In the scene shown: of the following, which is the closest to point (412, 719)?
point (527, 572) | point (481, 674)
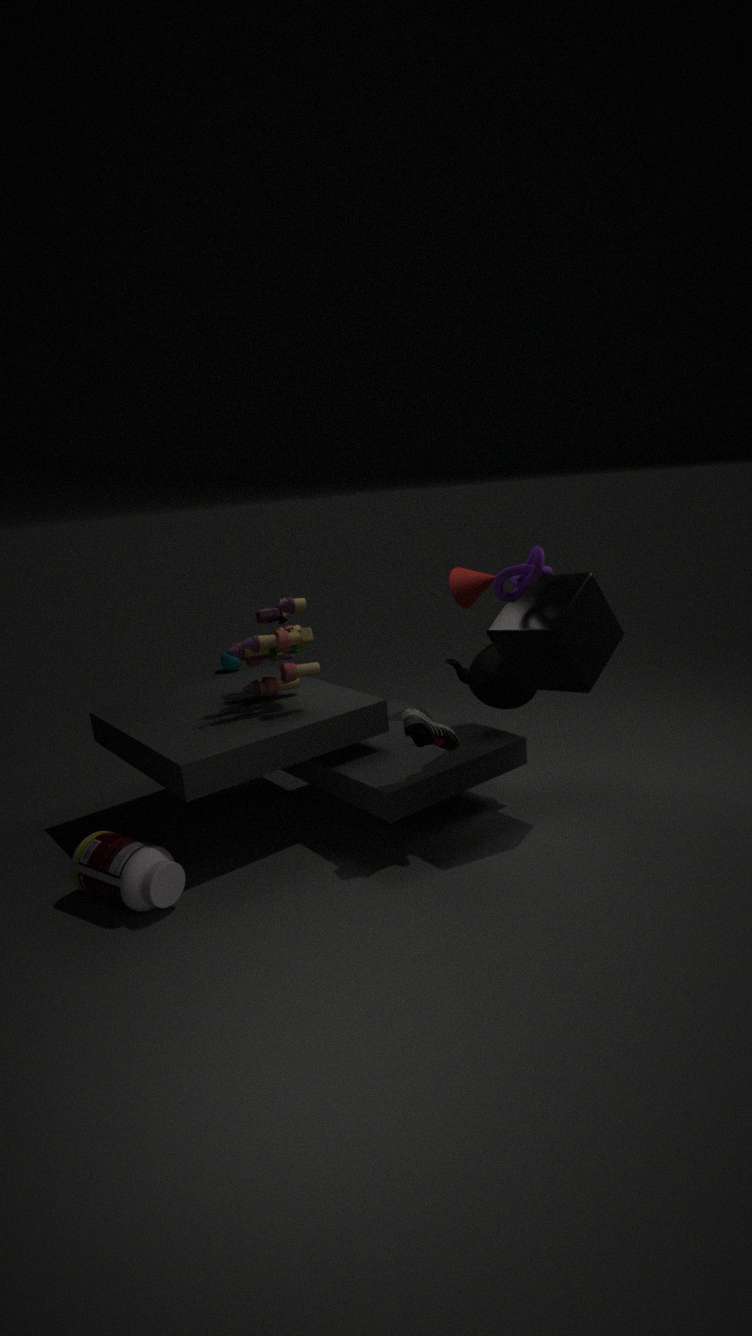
point (481, 674)
